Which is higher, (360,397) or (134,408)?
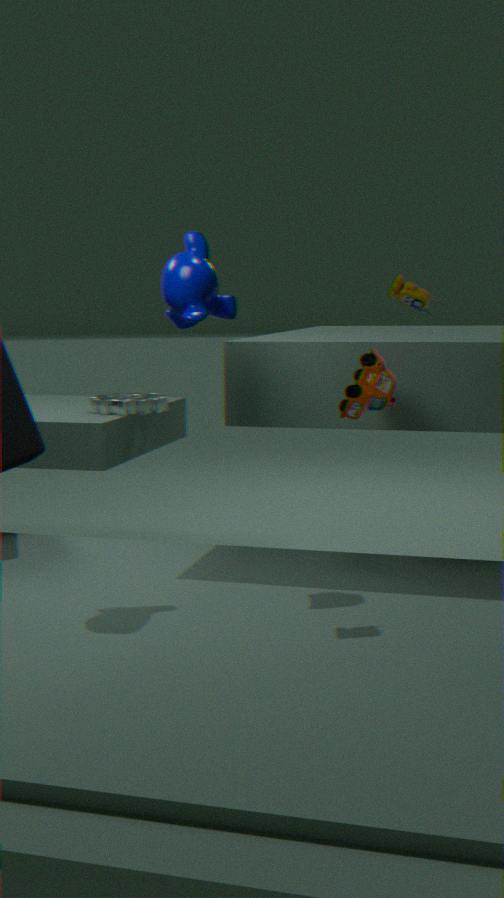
(360,397)
